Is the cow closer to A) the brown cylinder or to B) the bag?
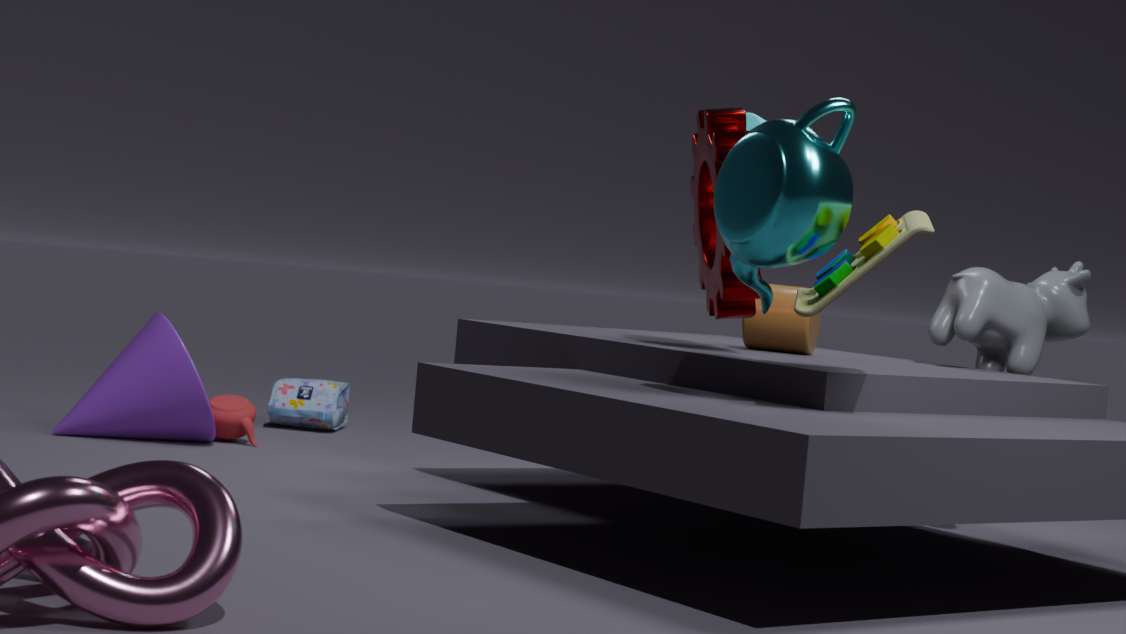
A) the brown cylinder
